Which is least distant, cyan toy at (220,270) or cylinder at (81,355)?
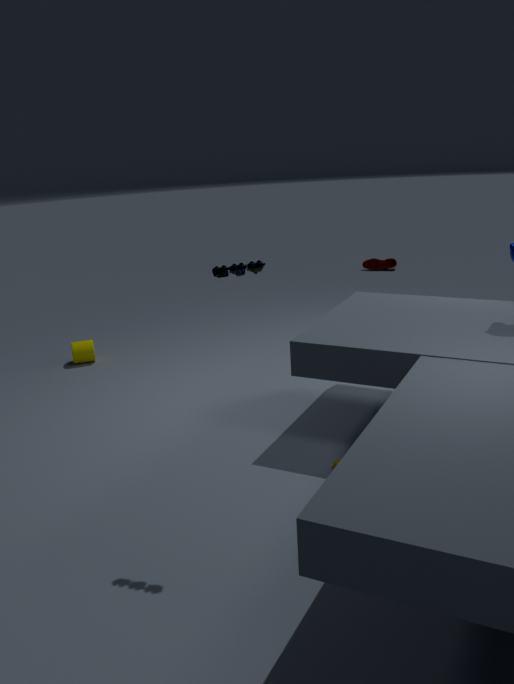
cyan toy at (220,270)
